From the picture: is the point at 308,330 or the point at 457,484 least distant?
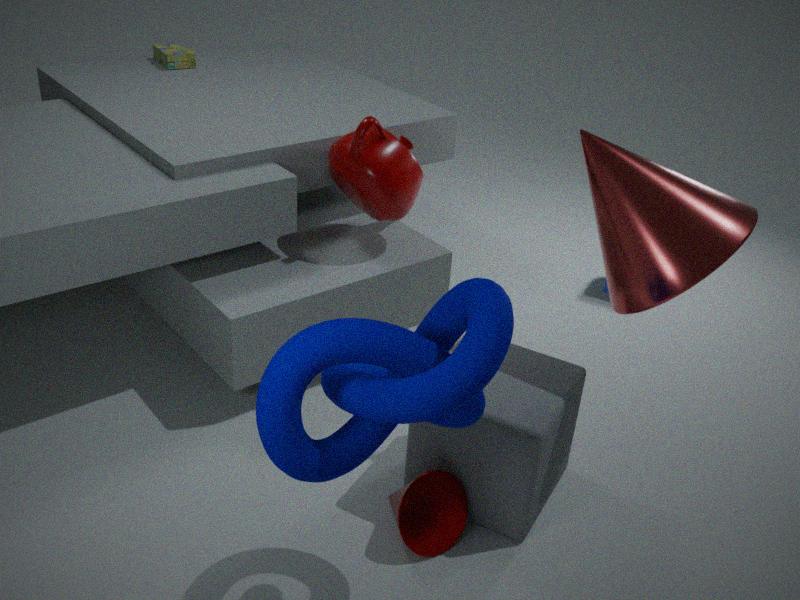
the point at 308,330
